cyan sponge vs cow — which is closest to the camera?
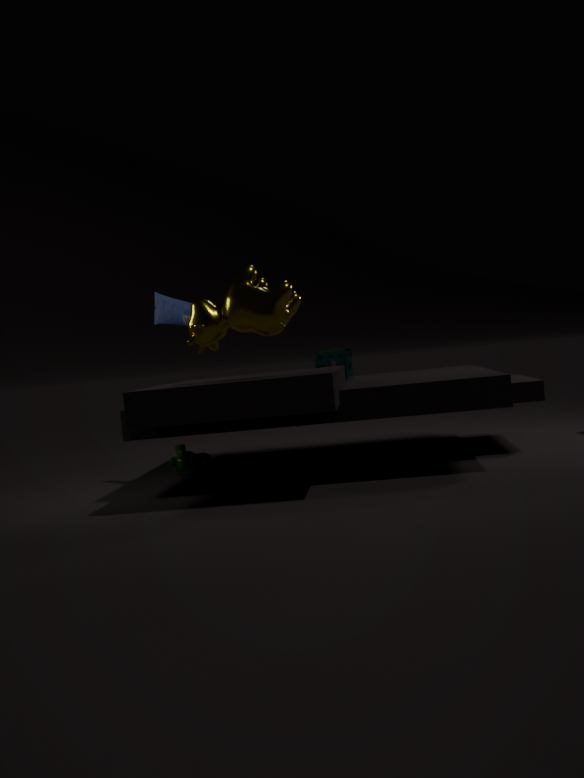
cow
